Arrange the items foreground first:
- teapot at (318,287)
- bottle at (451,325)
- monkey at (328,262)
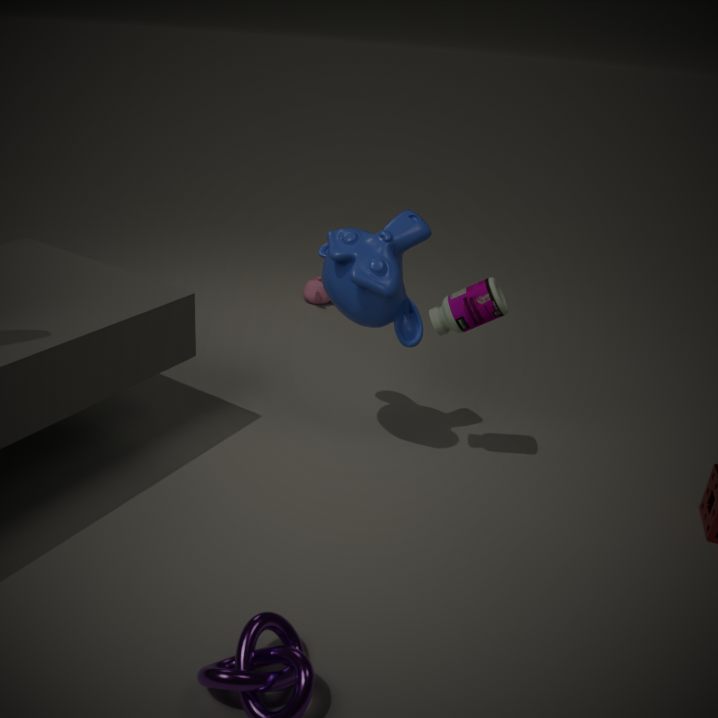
monkey at (328,262) < bottle at (451,325) < teapot at (318,287)
